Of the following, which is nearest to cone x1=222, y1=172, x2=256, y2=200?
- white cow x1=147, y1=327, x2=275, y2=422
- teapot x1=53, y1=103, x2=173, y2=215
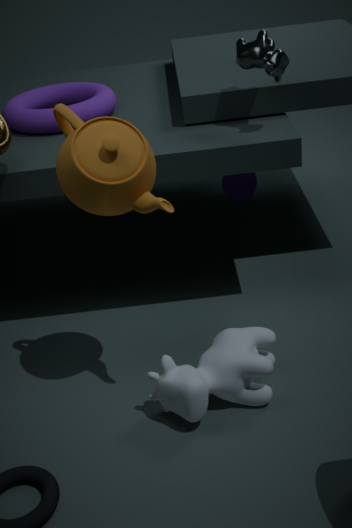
white cow x1=147, y1=327, x2=275, y2=422
